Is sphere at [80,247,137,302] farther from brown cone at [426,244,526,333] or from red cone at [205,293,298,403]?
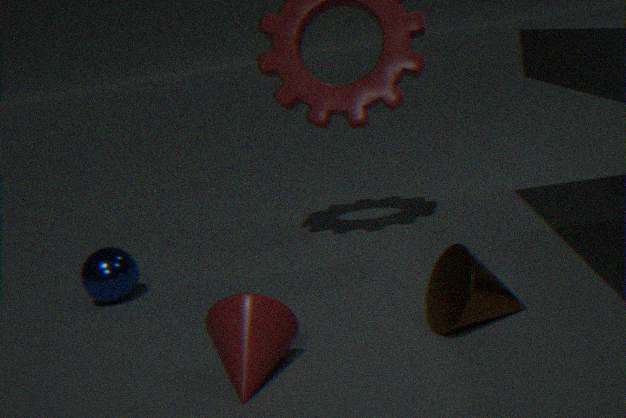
brown cone at [426,244,526,333]
